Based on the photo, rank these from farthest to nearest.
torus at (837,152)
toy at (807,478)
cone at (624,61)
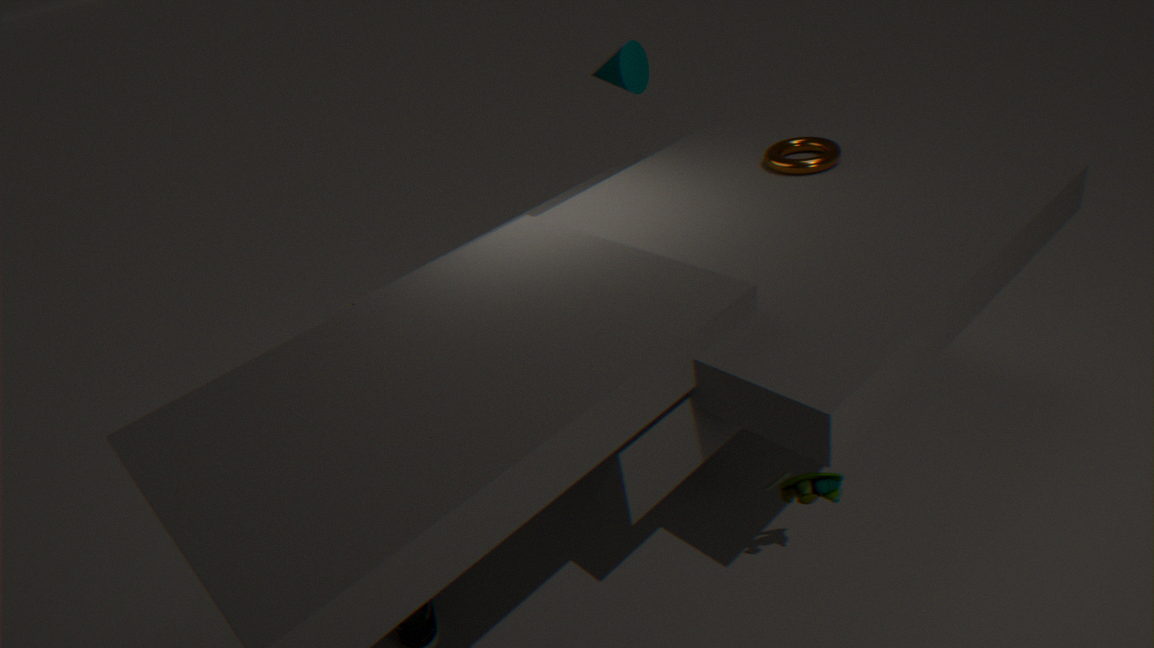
1. cone at (624,61)
2. torus at (837,152)
3. toy at (807,478)
